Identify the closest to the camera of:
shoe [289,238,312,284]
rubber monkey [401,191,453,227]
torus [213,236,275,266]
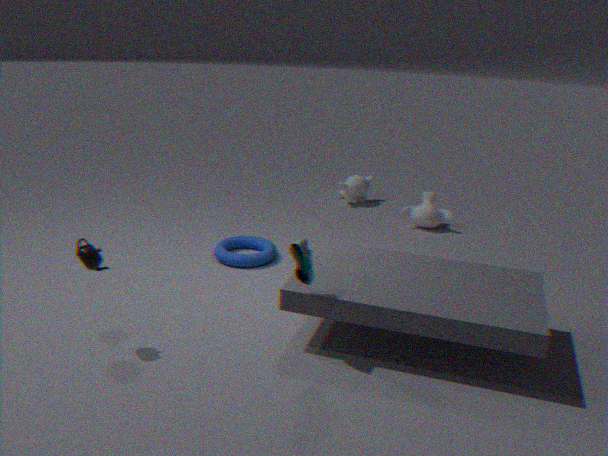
shoe [289,238,312,284]
